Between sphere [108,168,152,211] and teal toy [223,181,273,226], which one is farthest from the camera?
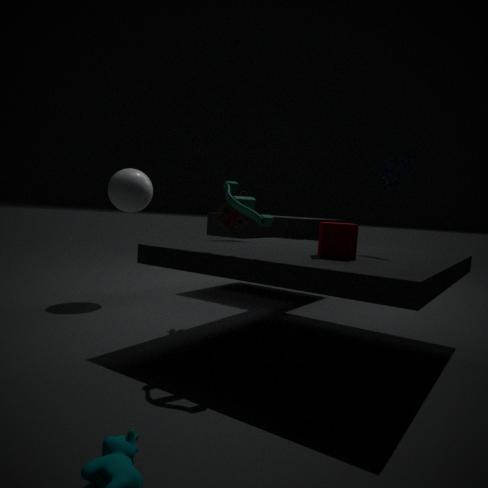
sphere [108,168,152,211]
